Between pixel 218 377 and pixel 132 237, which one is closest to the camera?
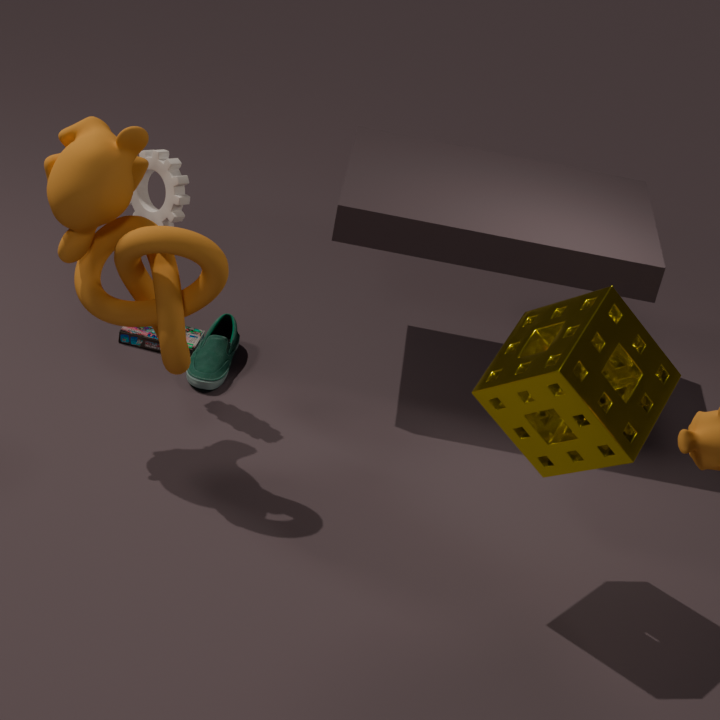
pixel 132 237
